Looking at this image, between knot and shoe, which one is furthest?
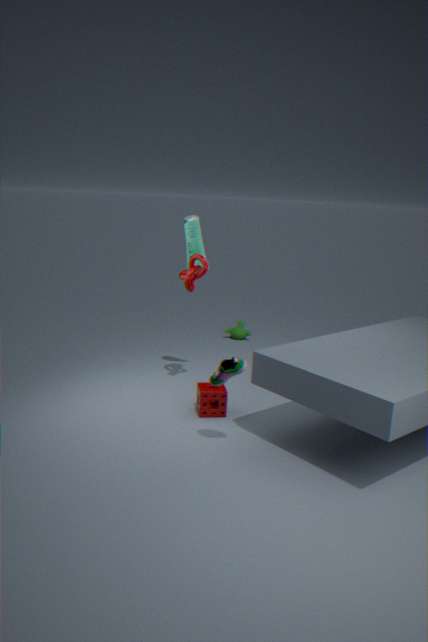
knot
